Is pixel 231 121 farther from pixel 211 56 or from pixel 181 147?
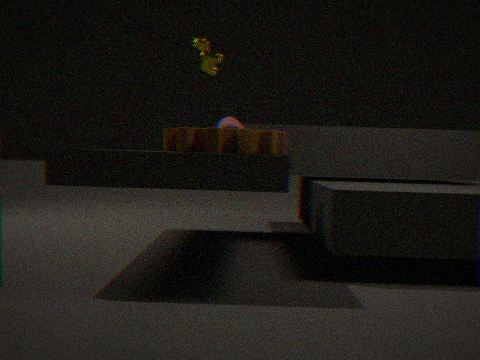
pixel 211 56
